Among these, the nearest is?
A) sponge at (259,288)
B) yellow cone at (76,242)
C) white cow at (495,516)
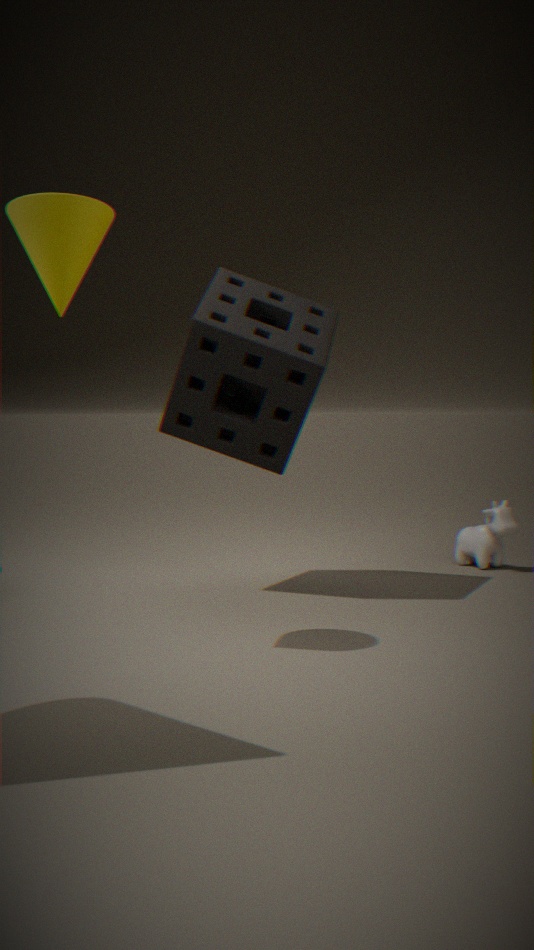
yellow cone at (76,242)
